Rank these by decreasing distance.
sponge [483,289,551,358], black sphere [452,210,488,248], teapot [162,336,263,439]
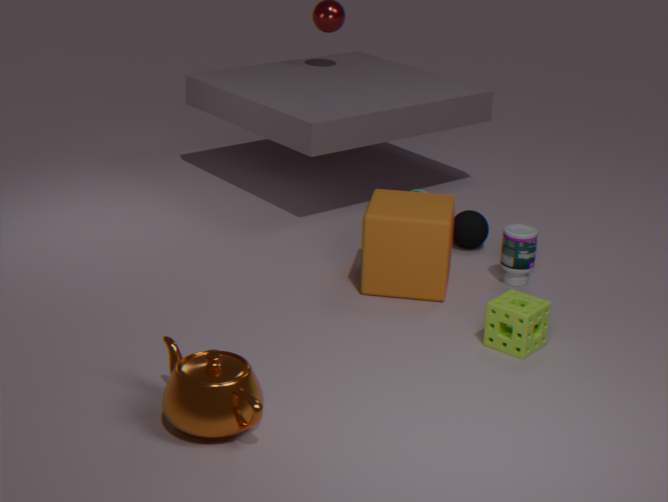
black sphere [452,210,488,248] < sponge [483,289,551,358] < teapot [162,336,263,439]
